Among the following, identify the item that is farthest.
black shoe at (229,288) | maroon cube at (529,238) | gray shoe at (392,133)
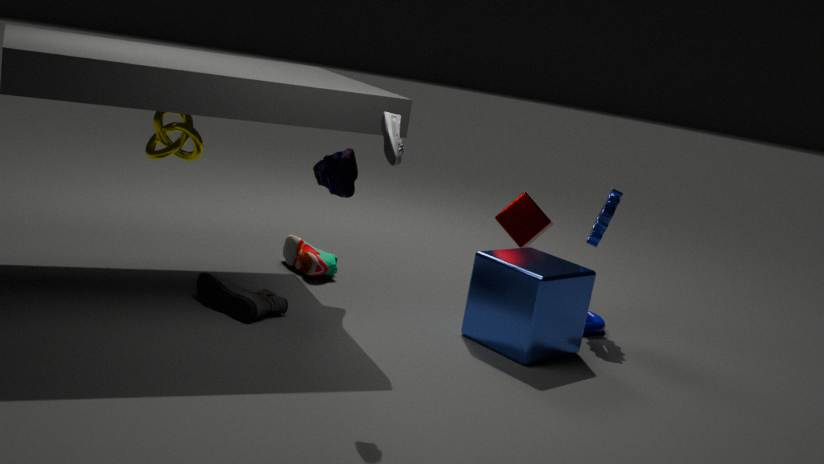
maroon cube at (529,238)
